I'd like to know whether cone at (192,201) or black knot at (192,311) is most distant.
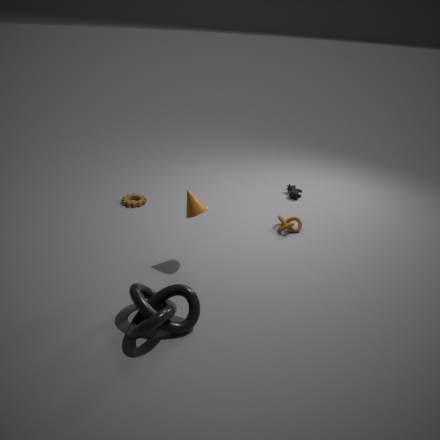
cone at (192,201)
